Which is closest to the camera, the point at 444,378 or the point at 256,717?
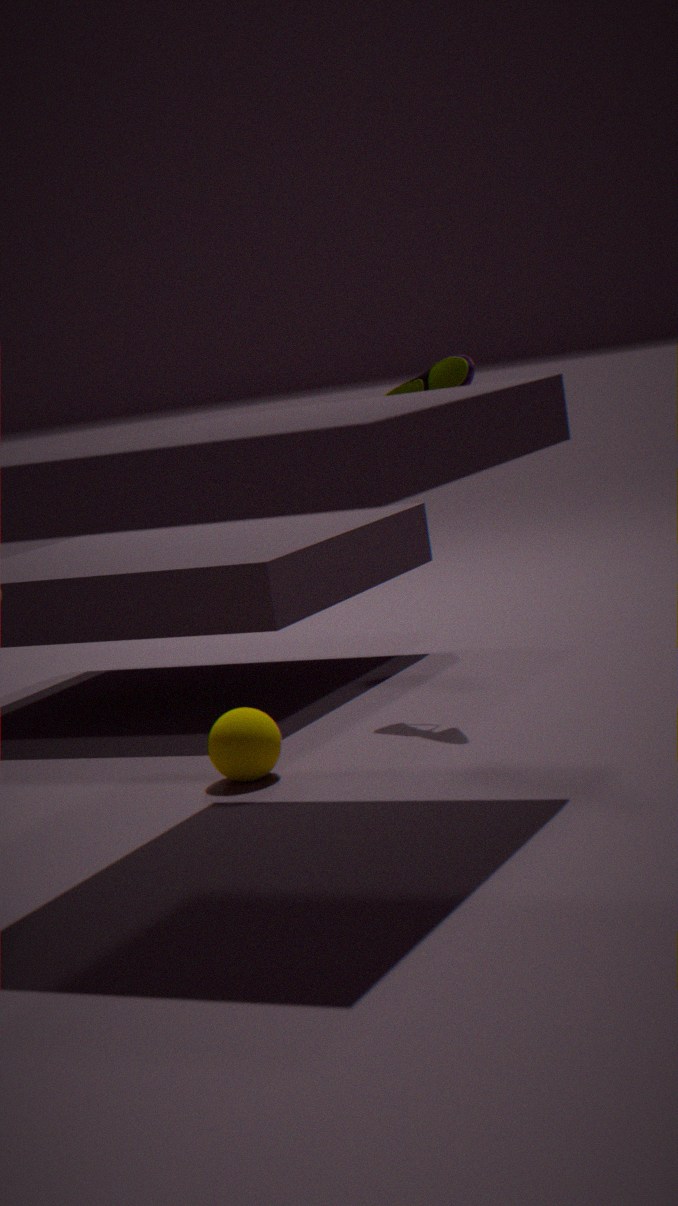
the point at 256,717
